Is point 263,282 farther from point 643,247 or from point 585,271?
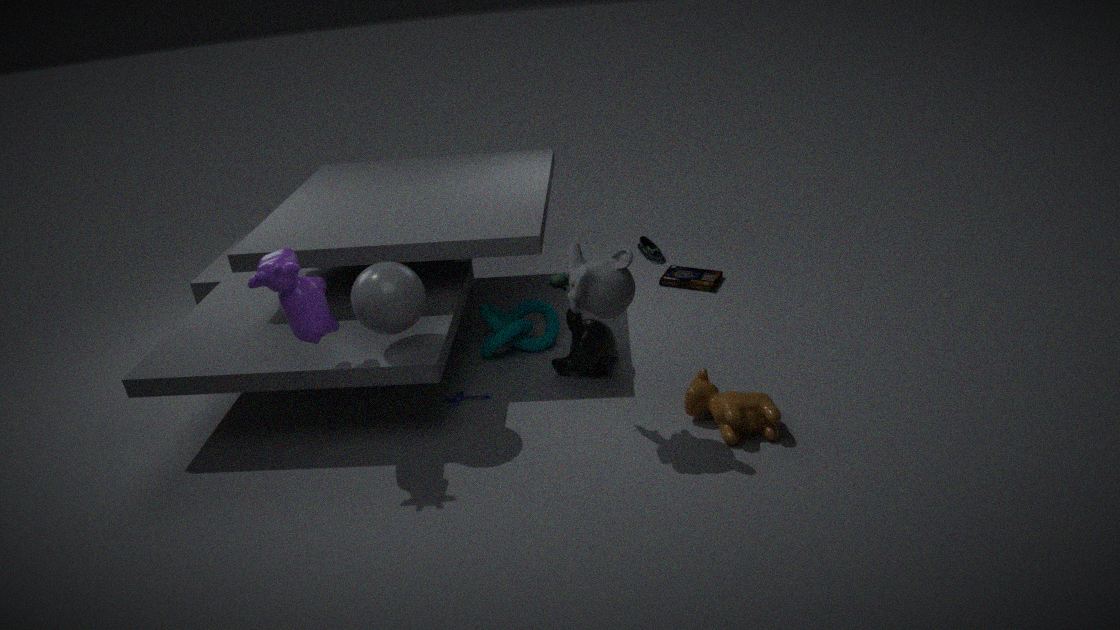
point 643,247
